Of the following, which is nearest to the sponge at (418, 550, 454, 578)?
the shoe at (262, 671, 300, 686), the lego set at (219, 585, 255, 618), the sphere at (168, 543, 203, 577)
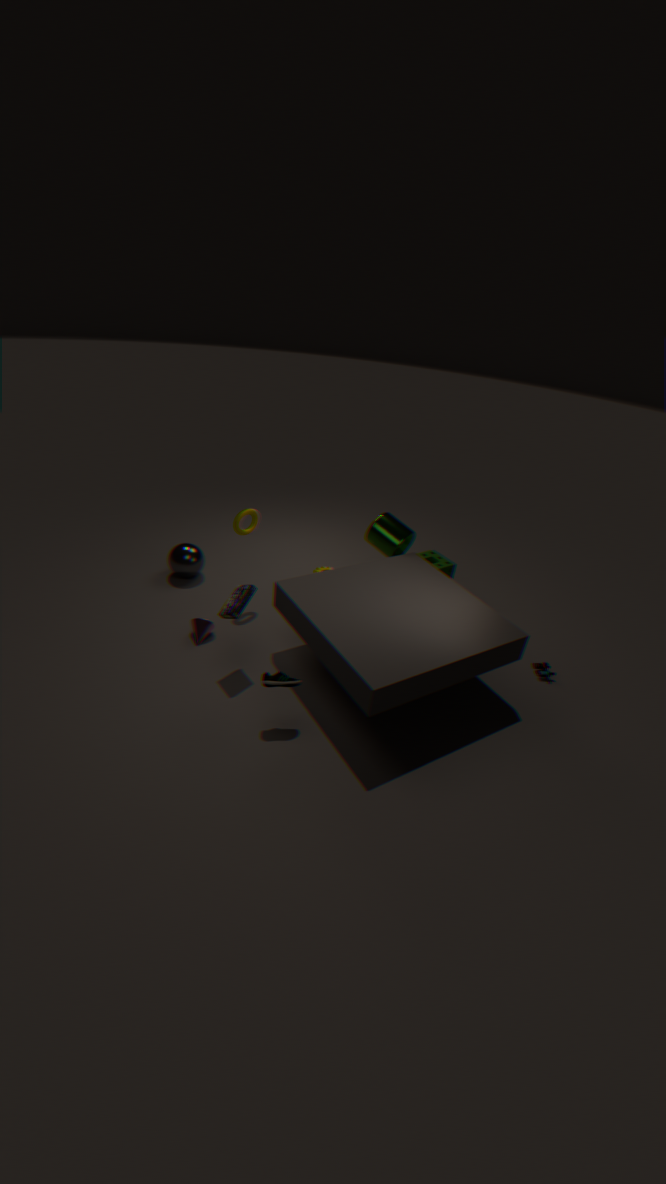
the lego set at (219, 585, 255, 618)
